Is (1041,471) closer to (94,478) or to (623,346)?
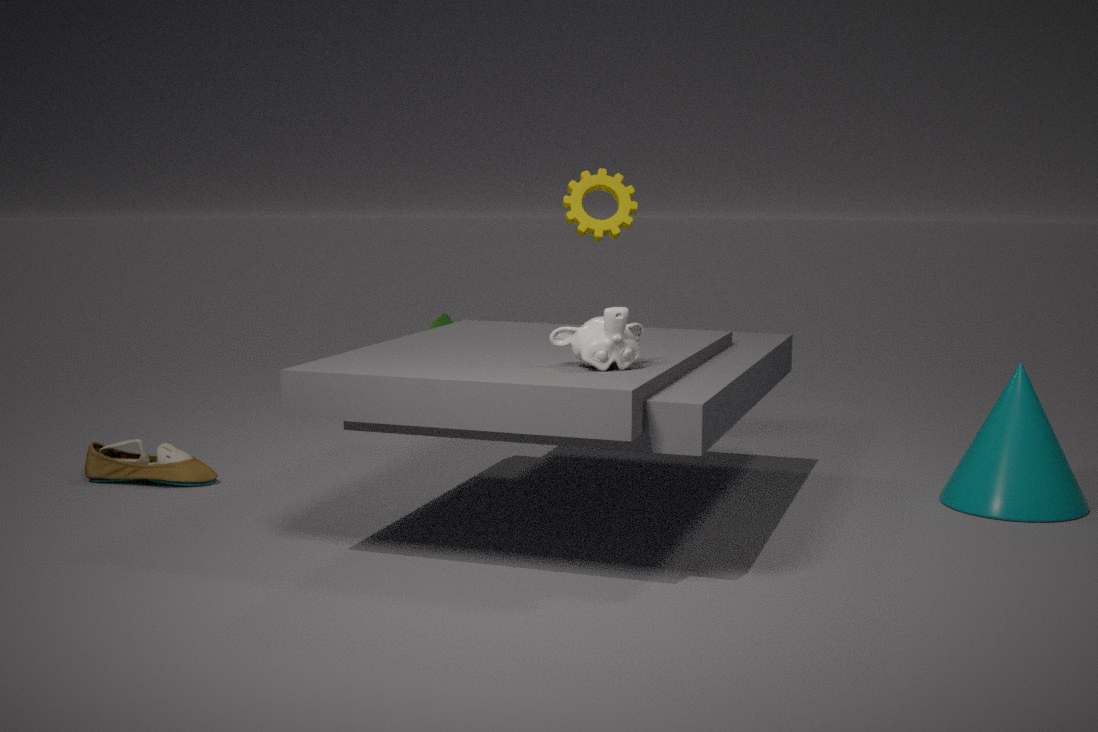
(623,346)
